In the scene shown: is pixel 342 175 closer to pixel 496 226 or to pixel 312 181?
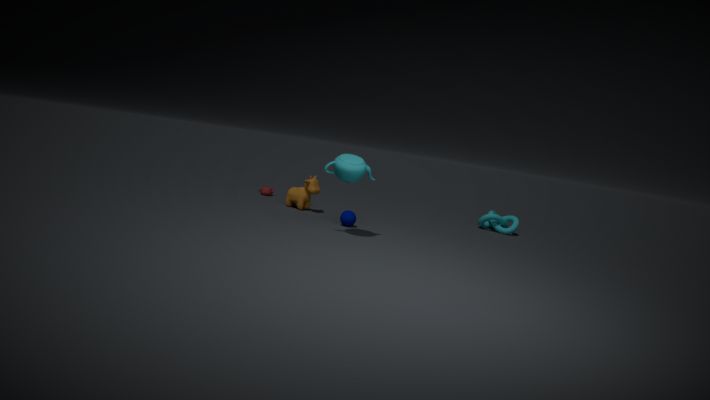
pixel 312 181
